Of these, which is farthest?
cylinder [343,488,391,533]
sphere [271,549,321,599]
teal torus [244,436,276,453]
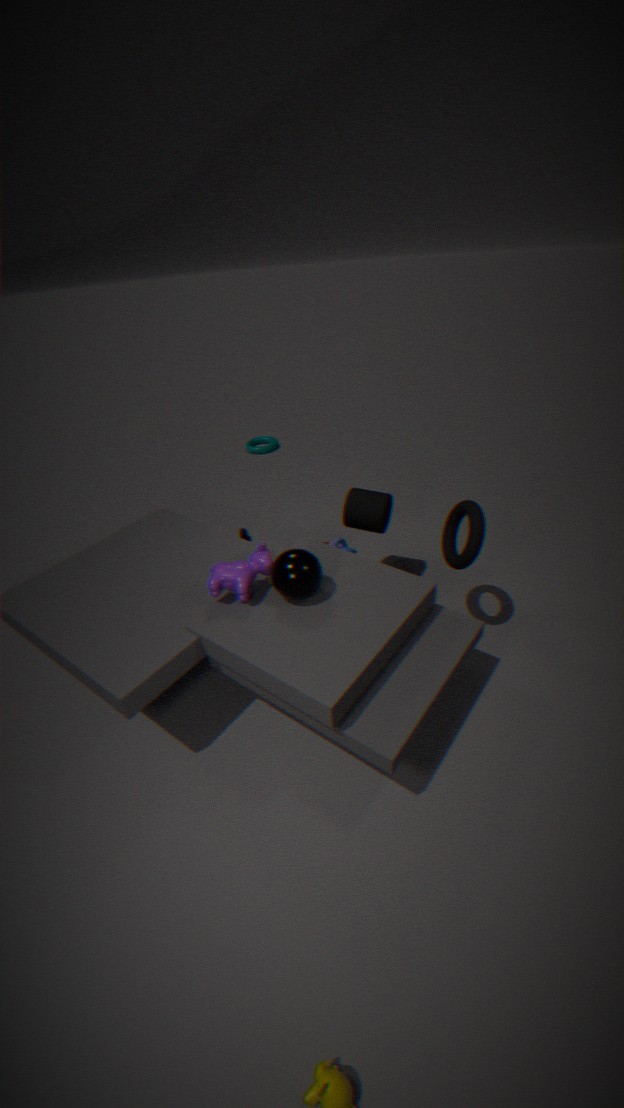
teal torus [244,436,276,453]
